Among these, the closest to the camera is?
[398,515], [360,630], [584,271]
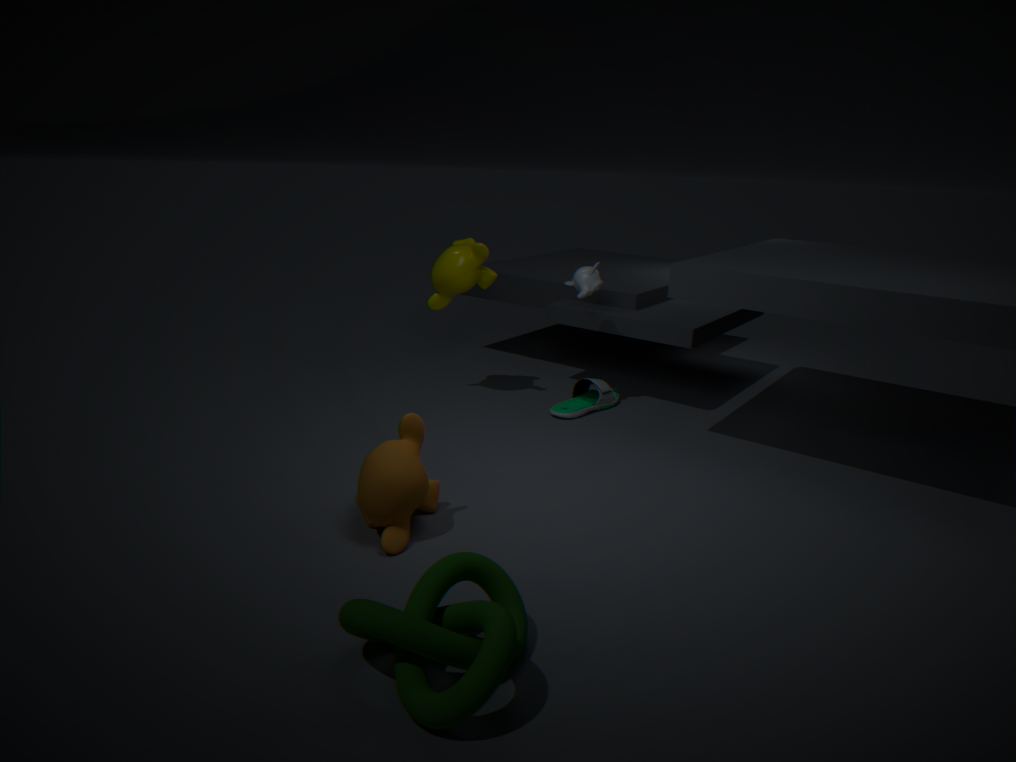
[360,630]
